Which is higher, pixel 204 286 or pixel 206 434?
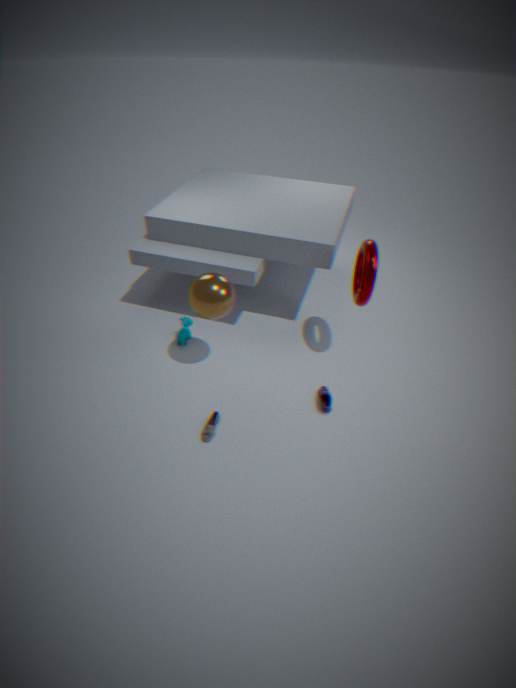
pixel 204 286
